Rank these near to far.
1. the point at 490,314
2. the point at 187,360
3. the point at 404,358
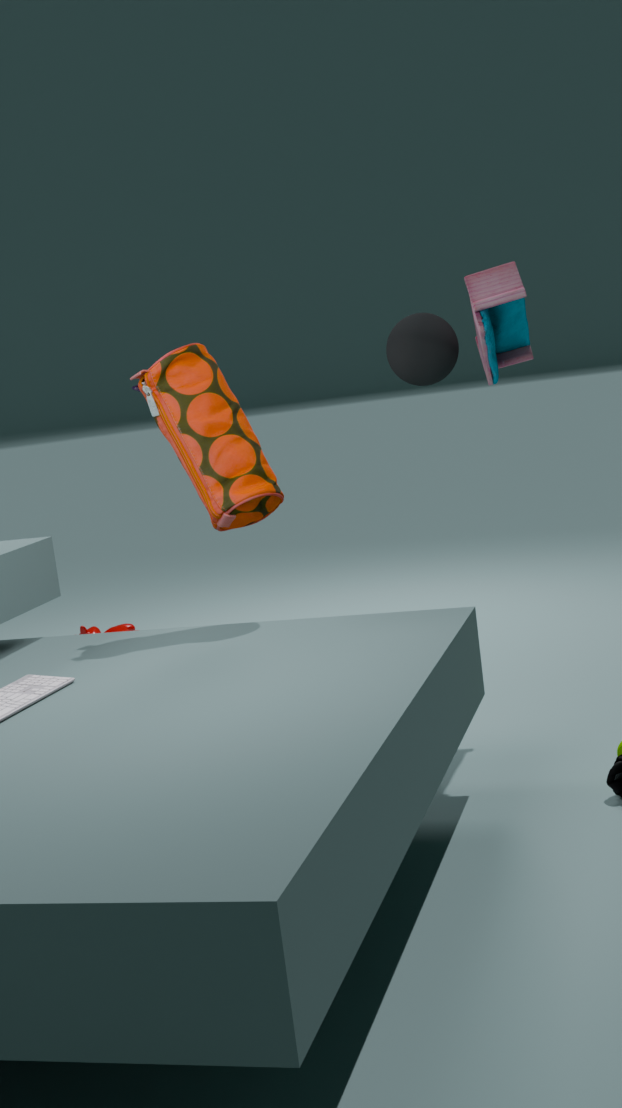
the point at 187,360 < the point at 490,314 < the point at 404,358
